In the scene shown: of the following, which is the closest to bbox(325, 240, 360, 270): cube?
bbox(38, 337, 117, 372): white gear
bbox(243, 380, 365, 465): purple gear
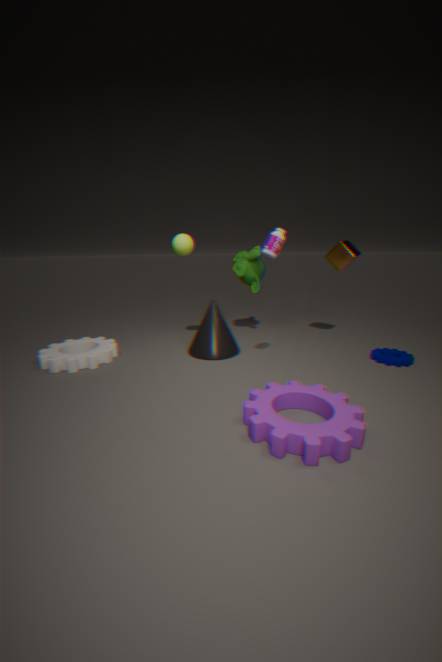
bbox(243, 380, 365, 465): purple gear
